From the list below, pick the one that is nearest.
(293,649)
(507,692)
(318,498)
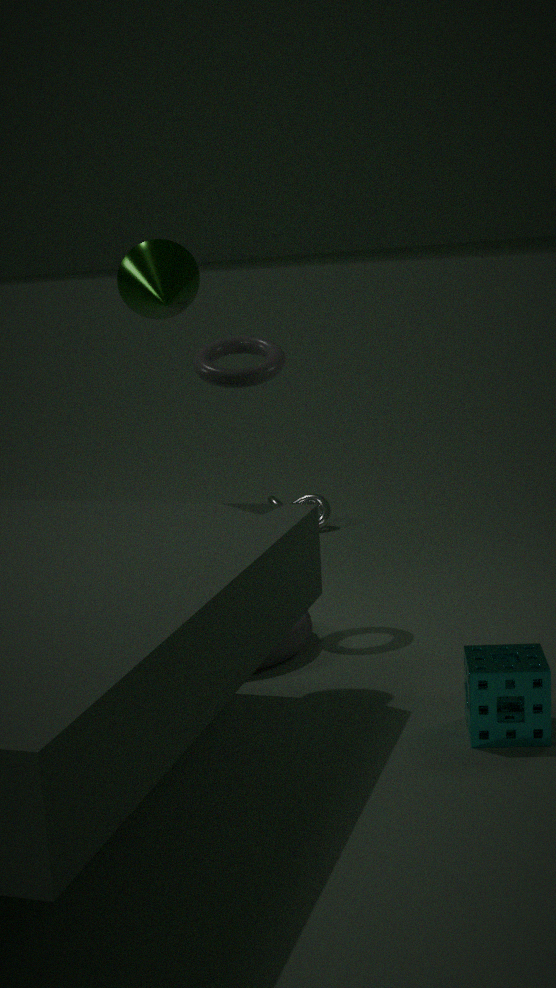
(507,692)
